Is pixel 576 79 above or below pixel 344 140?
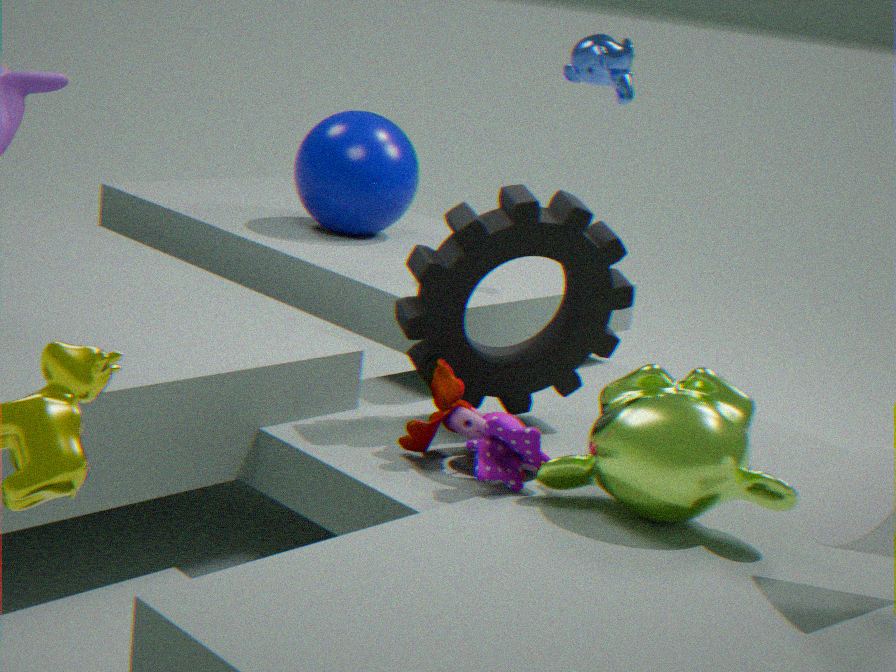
above
